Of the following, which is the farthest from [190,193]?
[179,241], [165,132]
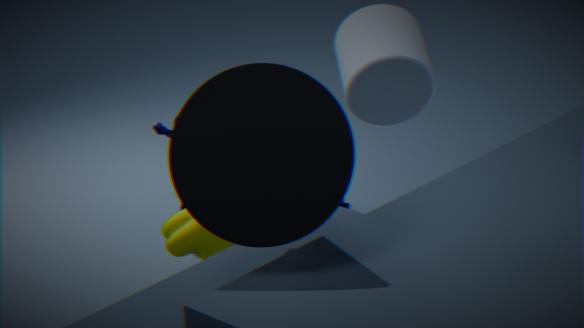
[179,241]
